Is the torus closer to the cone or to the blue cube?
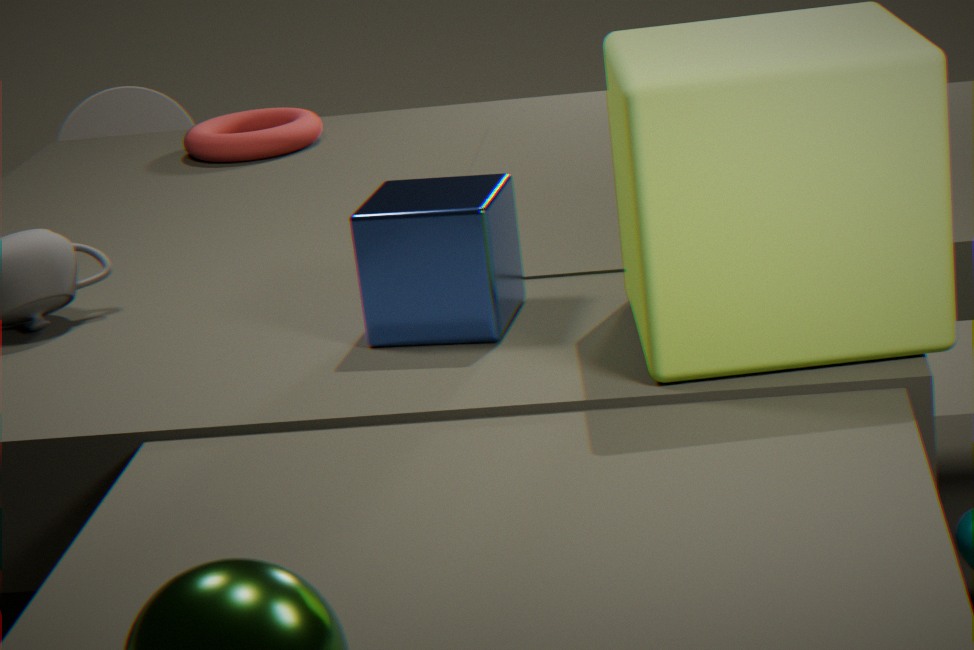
the blue cube
